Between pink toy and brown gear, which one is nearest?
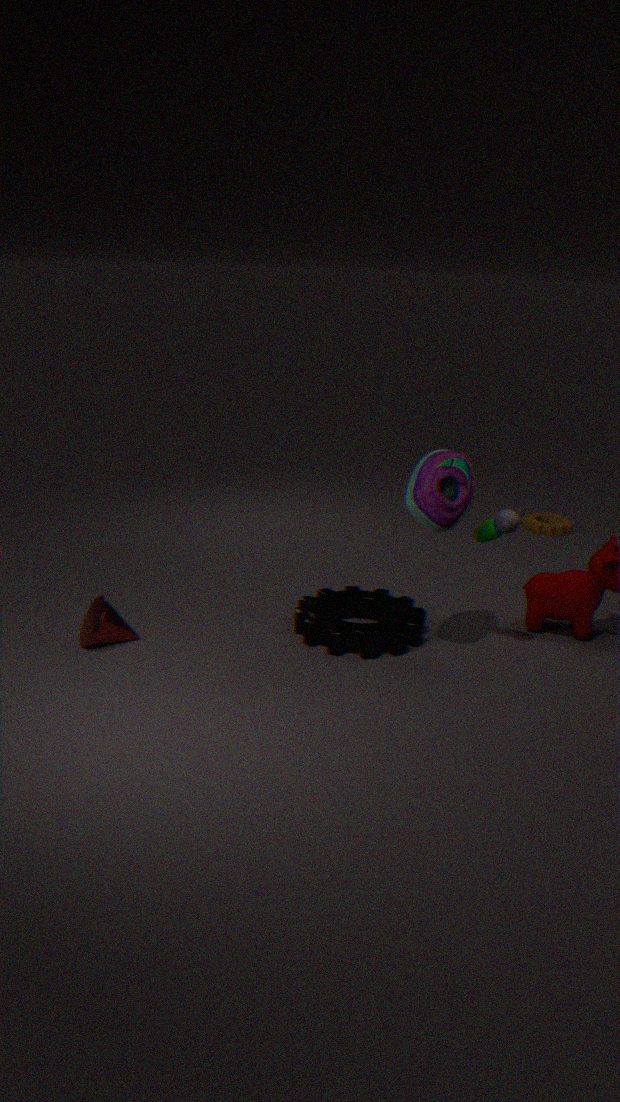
pink toy
